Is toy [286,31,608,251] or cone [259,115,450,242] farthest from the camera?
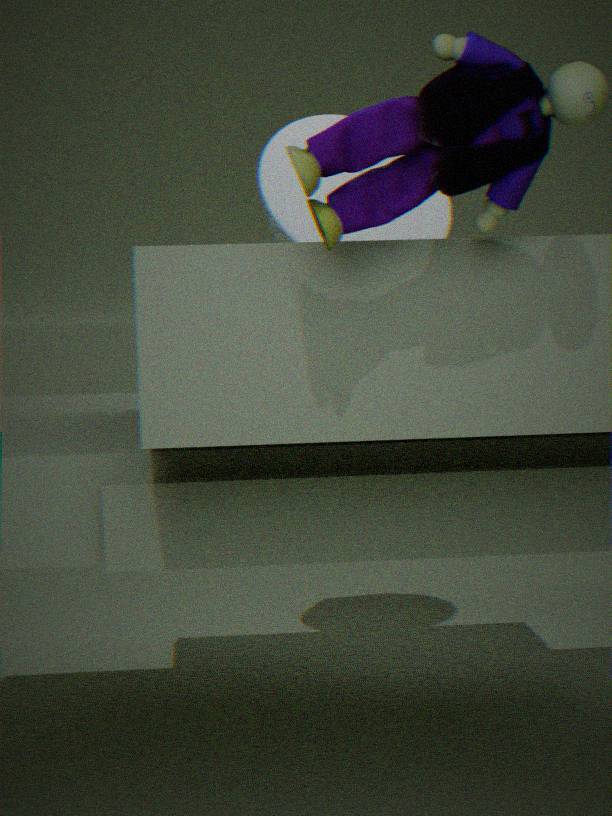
A: cone [259,115,450,242]
